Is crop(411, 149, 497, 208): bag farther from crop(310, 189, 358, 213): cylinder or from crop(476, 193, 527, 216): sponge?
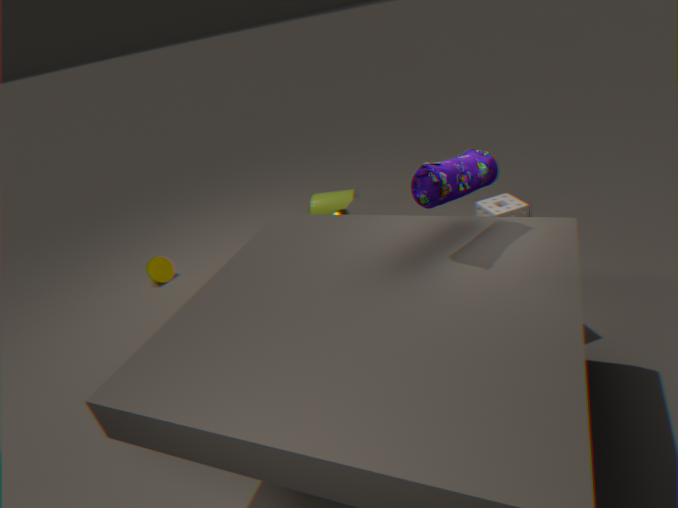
crop(310, 189, 358, 213): cylinder
